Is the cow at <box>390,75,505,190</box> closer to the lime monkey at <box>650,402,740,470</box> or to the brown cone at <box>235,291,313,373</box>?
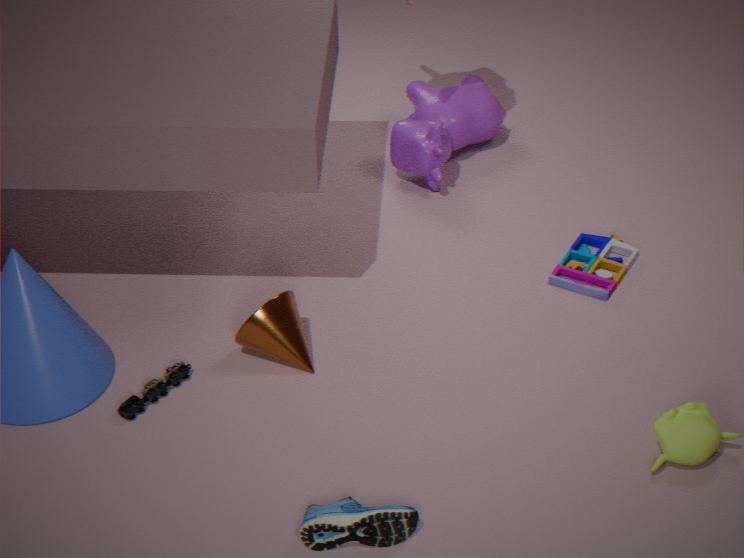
the brown cone at <box>235,291,313,373</box>
